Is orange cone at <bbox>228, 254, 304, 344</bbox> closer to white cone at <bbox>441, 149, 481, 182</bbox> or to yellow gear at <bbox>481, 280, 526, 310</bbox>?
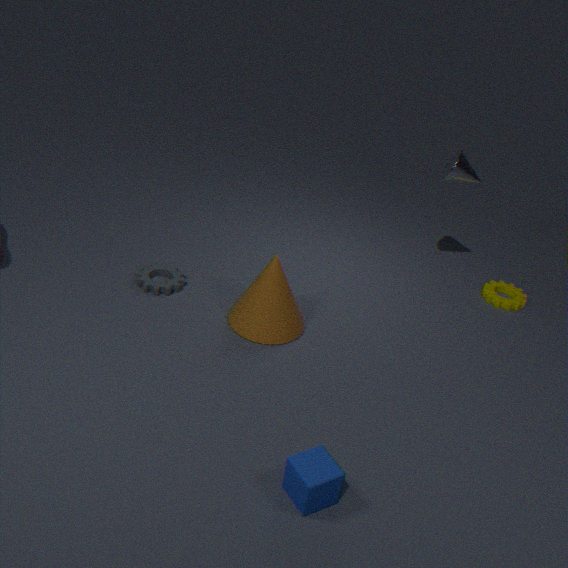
white cone at <bbox>441, 149, 481, 182</bbox>
